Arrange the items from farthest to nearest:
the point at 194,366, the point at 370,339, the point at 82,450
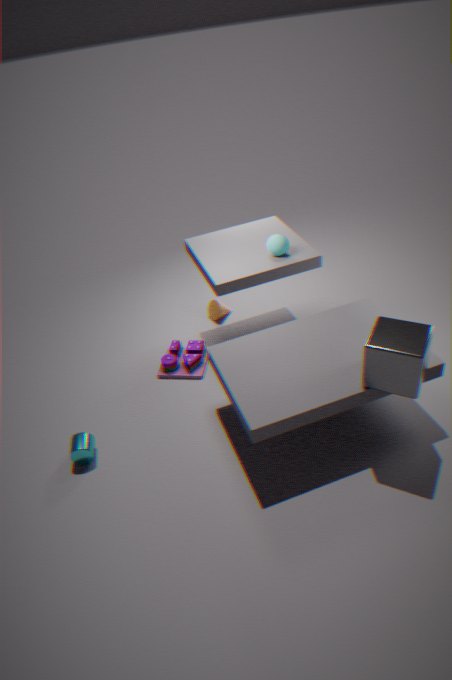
the point at 194,366 → the point at 82,450 → the point at 370,339
